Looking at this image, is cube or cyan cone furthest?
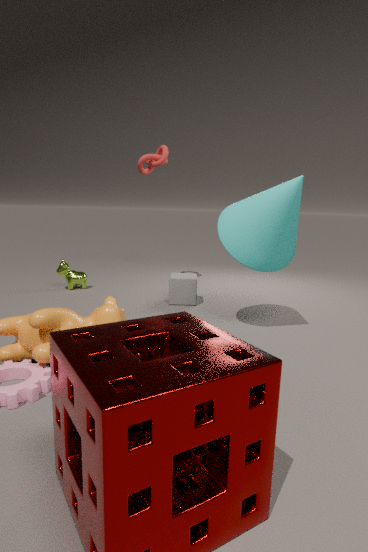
cube
